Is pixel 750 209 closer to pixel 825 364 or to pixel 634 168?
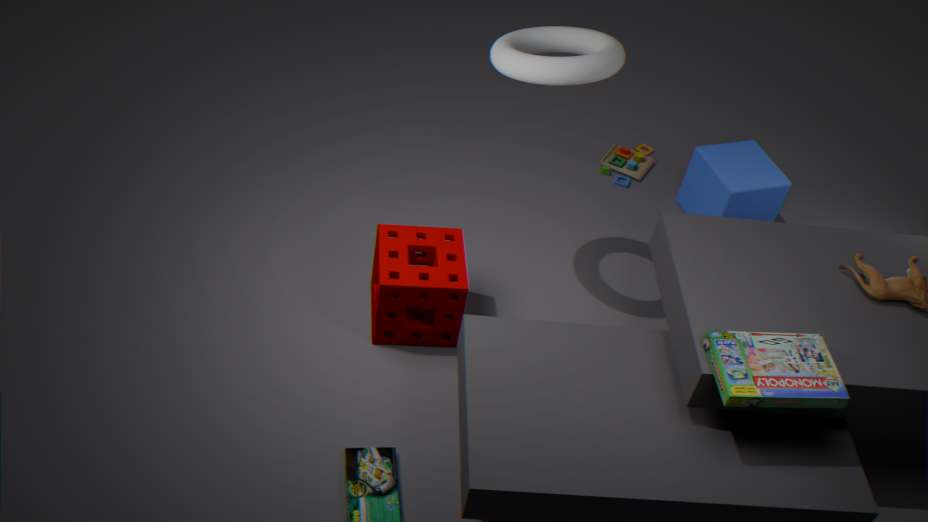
pixel 634 168
